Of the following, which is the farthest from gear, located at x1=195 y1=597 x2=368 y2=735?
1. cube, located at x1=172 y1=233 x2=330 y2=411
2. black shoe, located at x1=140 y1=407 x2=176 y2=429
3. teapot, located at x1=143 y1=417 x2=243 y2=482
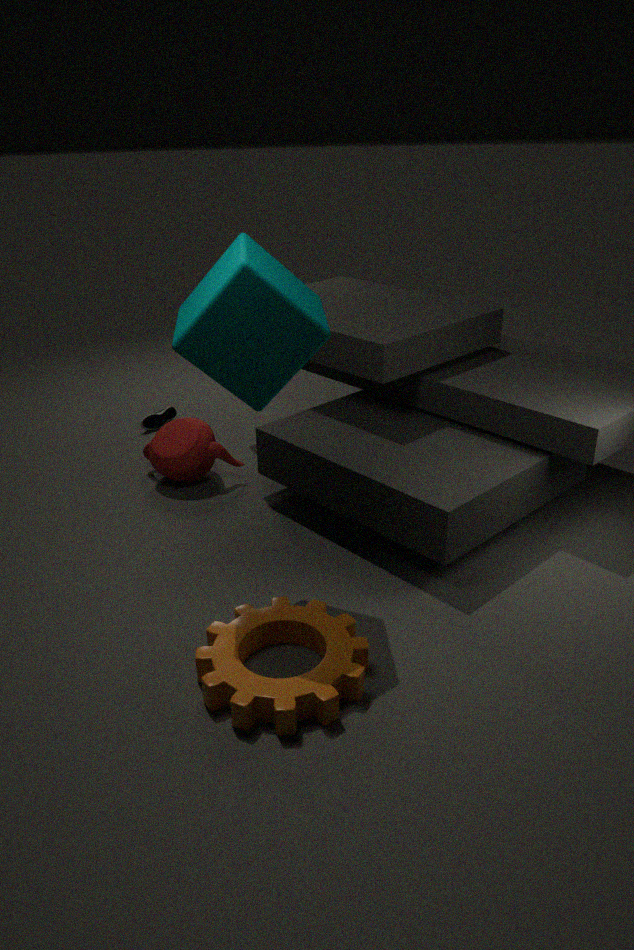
black shoe, located at x1=140 y1=407 x2=176 y2=429
